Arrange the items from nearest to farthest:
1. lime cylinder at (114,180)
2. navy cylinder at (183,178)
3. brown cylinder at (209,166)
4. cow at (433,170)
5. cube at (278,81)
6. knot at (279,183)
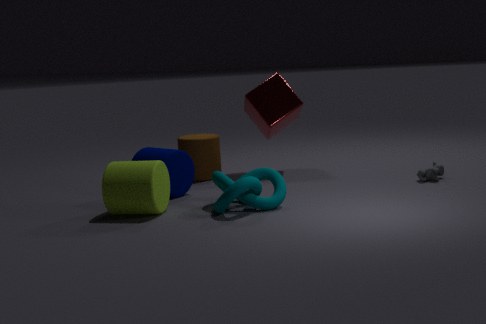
knot at (279,183)
lime cylinder at (114,180)
navy cylinder at (183,178)
cow at (433,170)
cube at (278,81)
brown cylinder at (209,166)
